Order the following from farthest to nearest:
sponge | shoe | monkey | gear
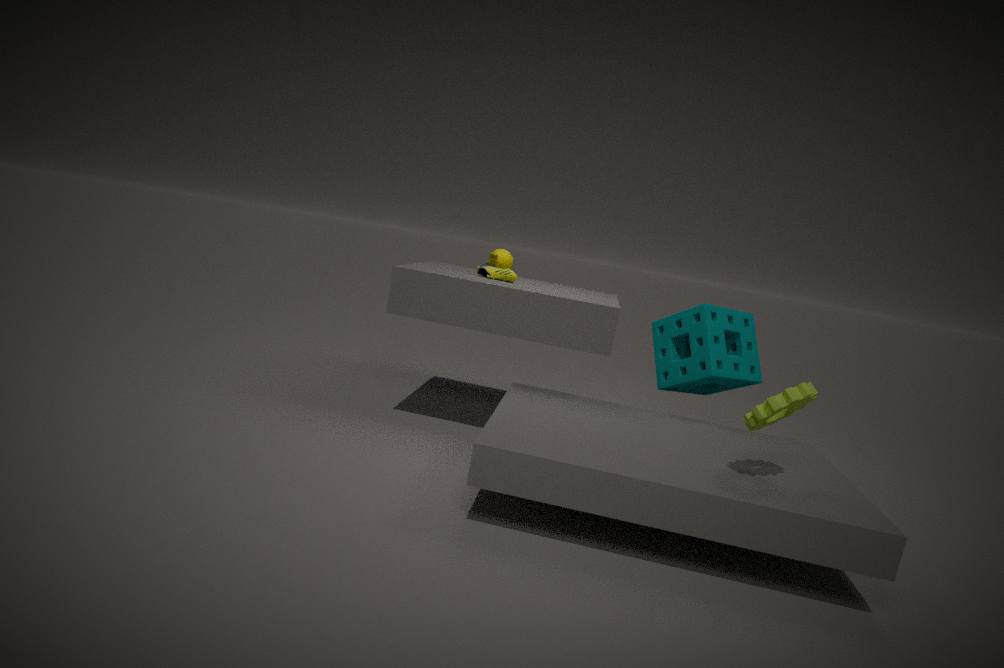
1. monkey
2. shoe
3. sponge
4. gear
